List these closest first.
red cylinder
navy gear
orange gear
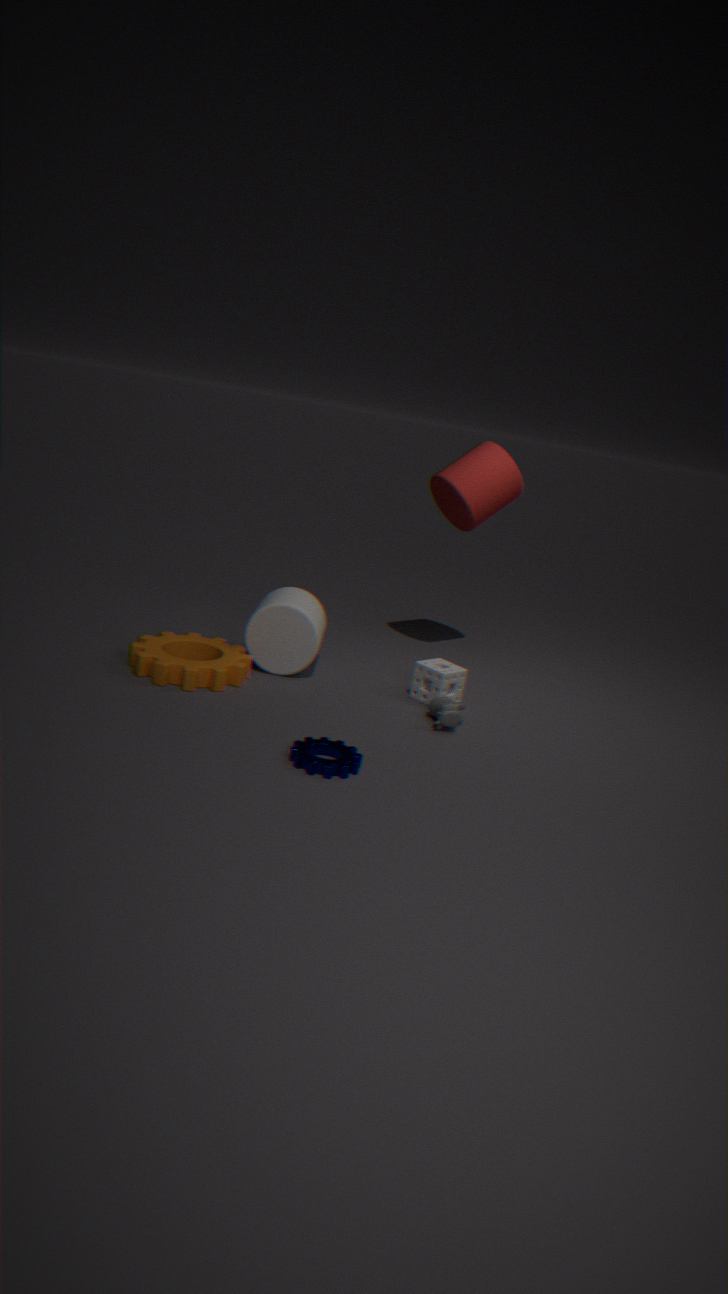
navy gear, orange gear, red cylinder
